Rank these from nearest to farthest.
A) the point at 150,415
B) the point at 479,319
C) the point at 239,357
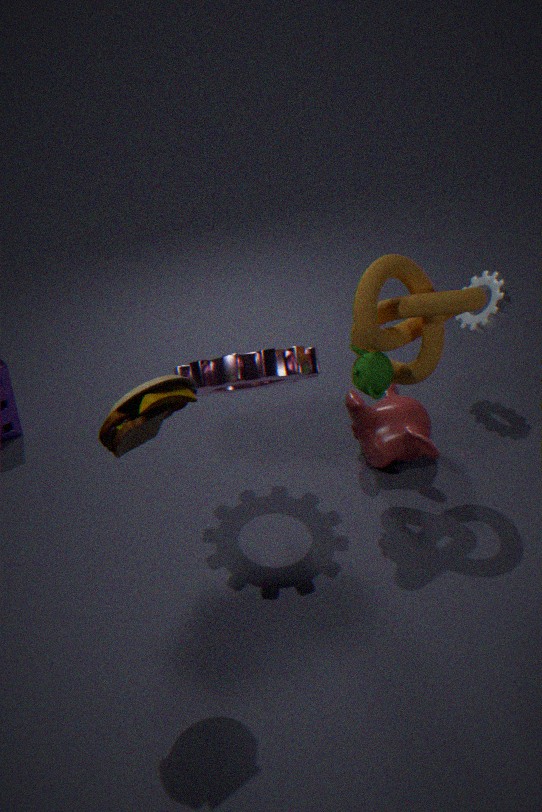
the point at 150,415, the point at 239,357, the point at 479,319
